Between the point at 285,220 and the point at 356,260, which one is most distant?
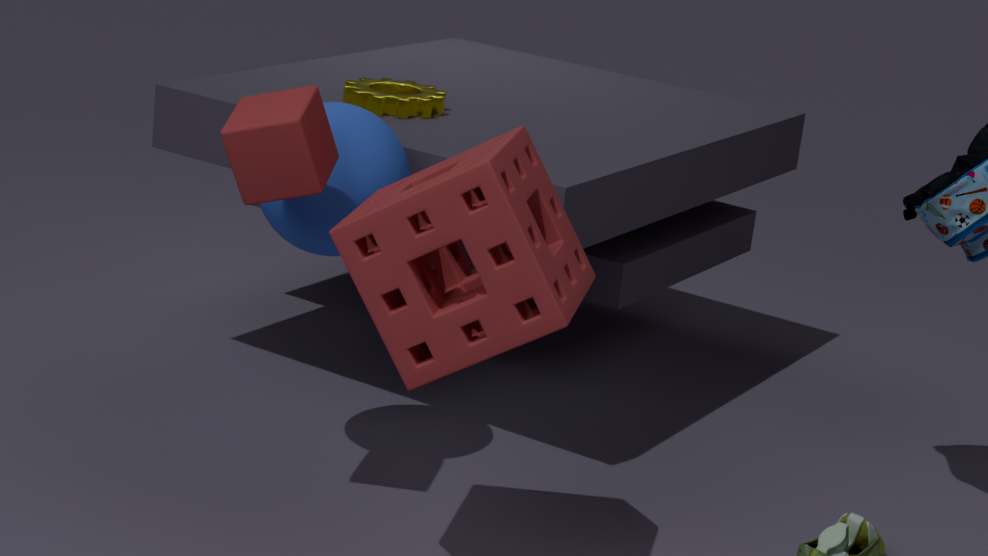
the point at 285,220
